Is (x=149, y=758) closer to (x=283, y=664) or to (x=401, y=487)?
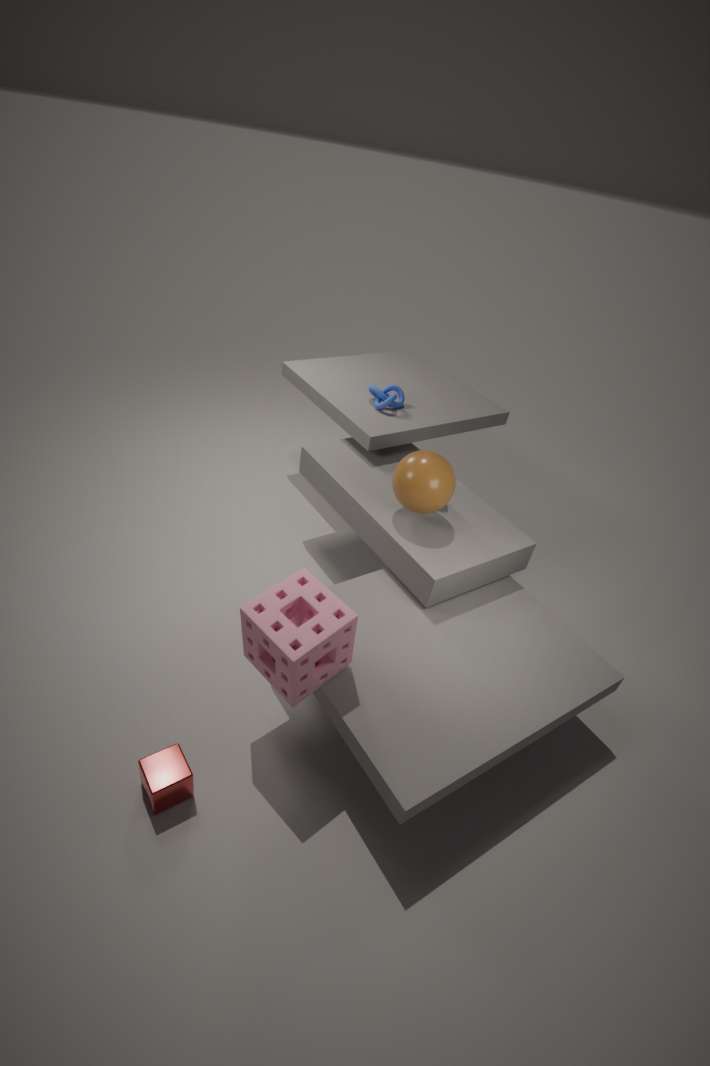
(x=283, y=664)
